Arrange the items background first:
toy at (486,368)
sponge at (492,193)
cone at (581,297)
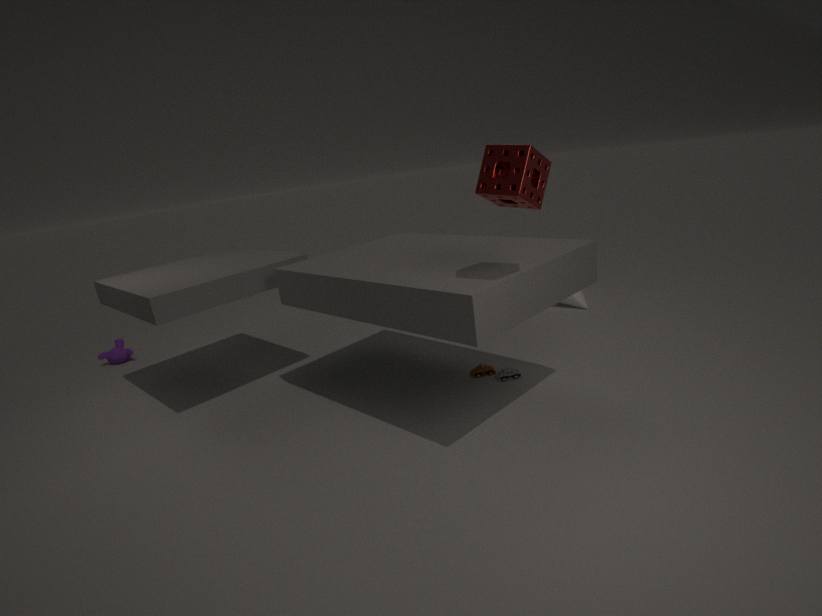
cone at (581,297), toy at (486,368), sponge at (492,193)
